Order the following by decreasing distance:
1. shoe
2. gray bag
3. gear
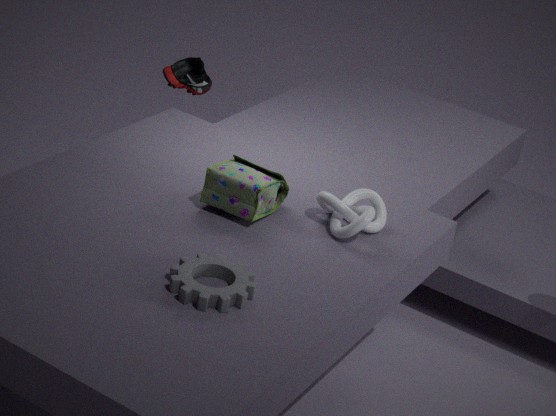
shoe
gray bag
gear
